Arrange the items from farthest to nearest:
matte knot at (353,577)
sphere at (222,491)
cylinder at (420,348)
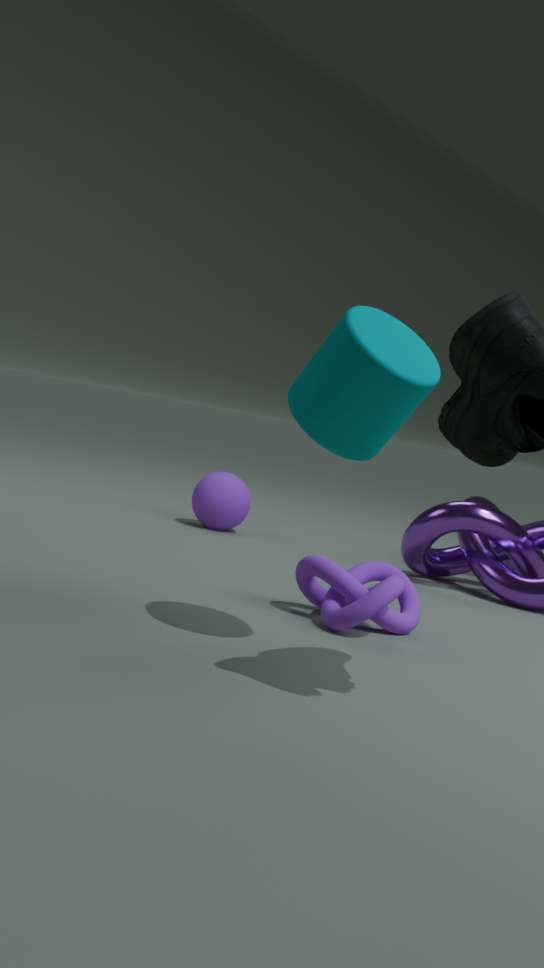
sphere at (222,491)
matte knot at (353,577)
cylinder at (420,348)
